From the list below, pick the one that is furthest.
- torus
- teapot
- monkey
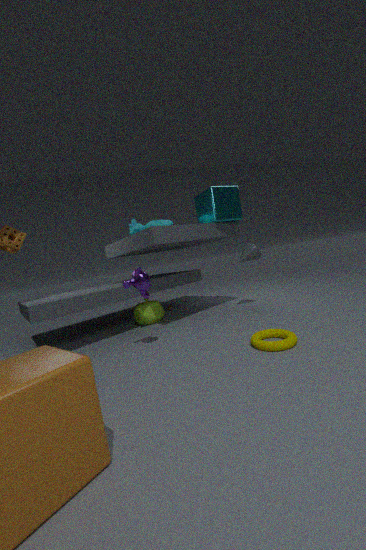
teapot
